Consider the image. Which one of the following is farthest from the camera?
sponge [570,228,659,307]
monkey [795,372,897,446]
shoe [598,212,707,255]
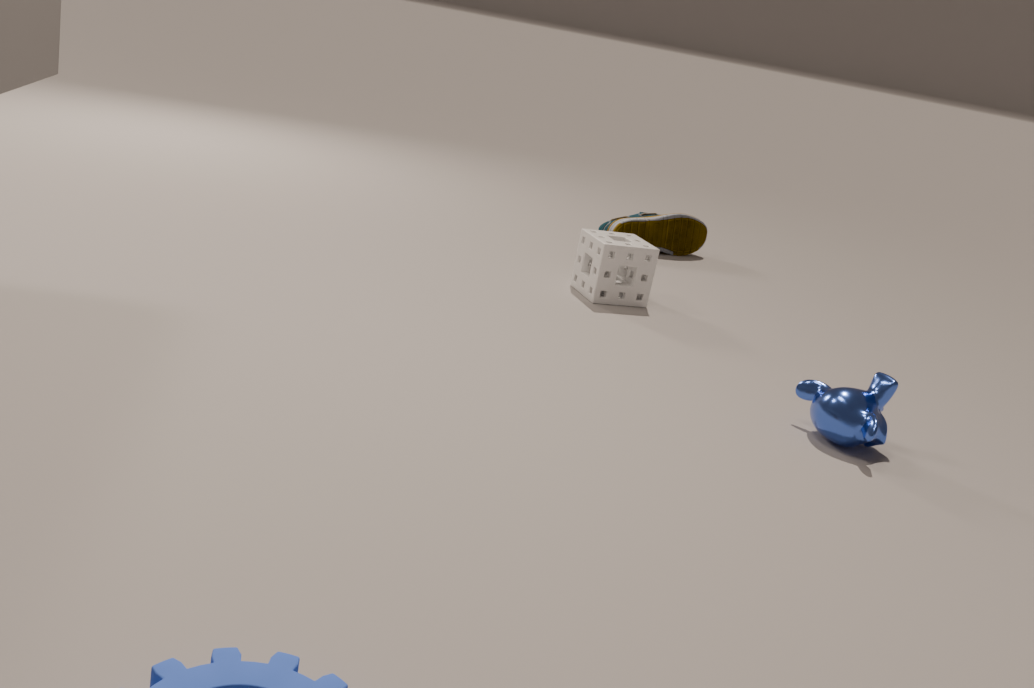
shoe [598,212,707,255]
